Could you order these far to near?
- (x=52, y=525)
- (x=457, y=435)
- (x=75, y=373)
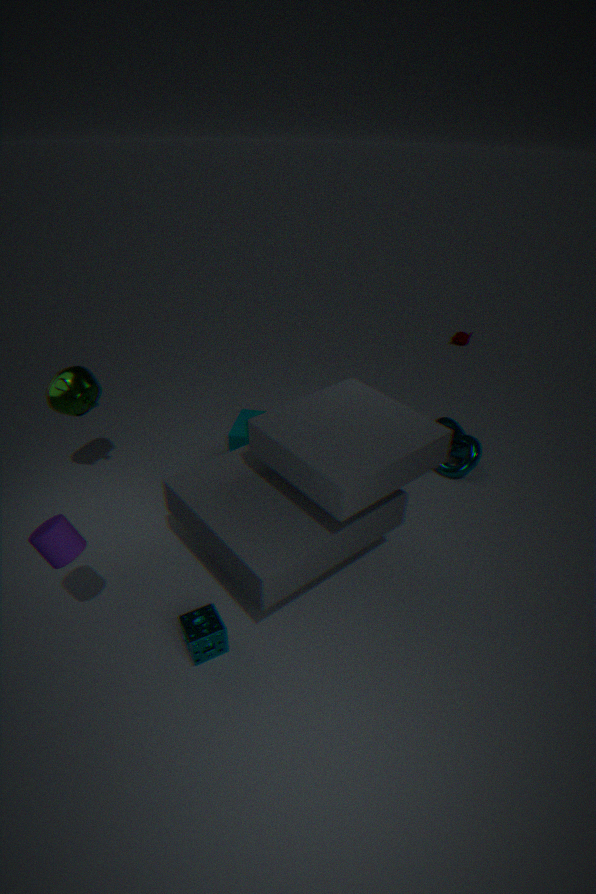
(x=457, y=435)
(x=75, y=373)
(x=52, y=525)
